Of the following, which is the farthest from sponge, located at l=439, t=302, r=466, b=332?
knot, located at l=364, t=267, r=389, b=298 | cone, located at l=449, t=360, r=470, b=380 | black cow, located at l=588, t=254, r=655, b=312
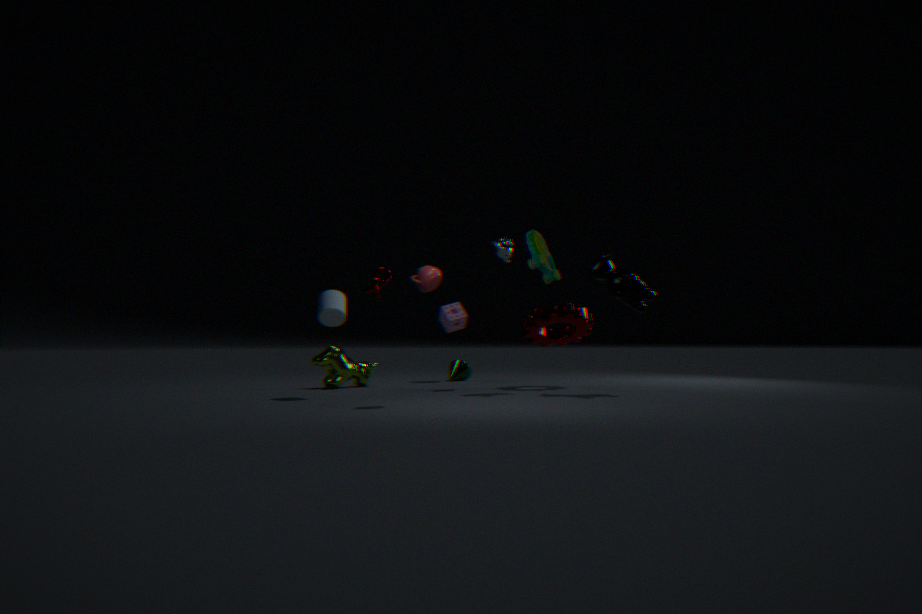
black cow, located at l=588, t=254, r=655, b=312
